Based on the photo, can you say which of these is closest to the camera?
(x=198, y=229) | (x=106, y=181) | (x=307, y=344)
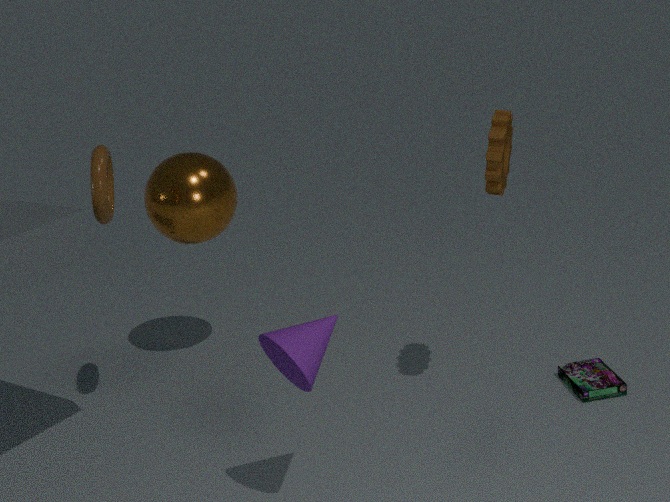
(x=307, y=344)
